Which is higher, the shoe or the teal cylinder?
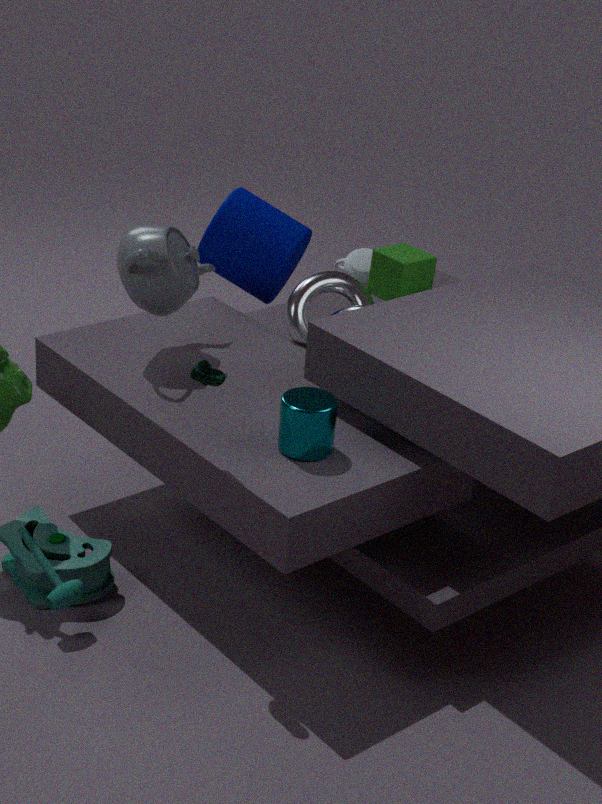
A: the shoe
